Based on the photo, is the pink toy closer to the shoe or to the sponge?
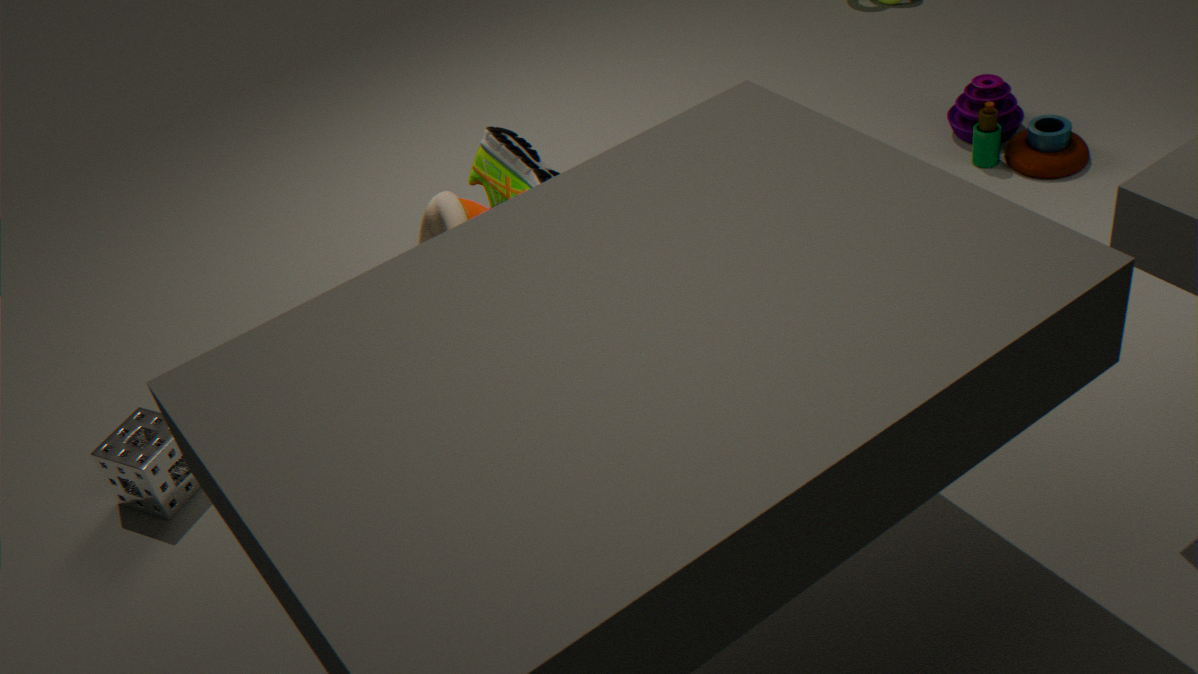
the shoe
